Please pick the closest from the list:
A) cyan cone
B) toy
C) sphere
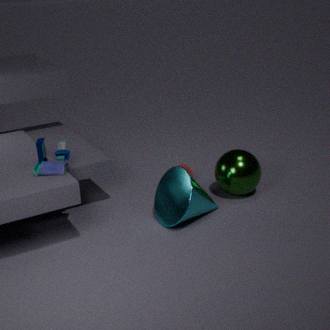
toy
